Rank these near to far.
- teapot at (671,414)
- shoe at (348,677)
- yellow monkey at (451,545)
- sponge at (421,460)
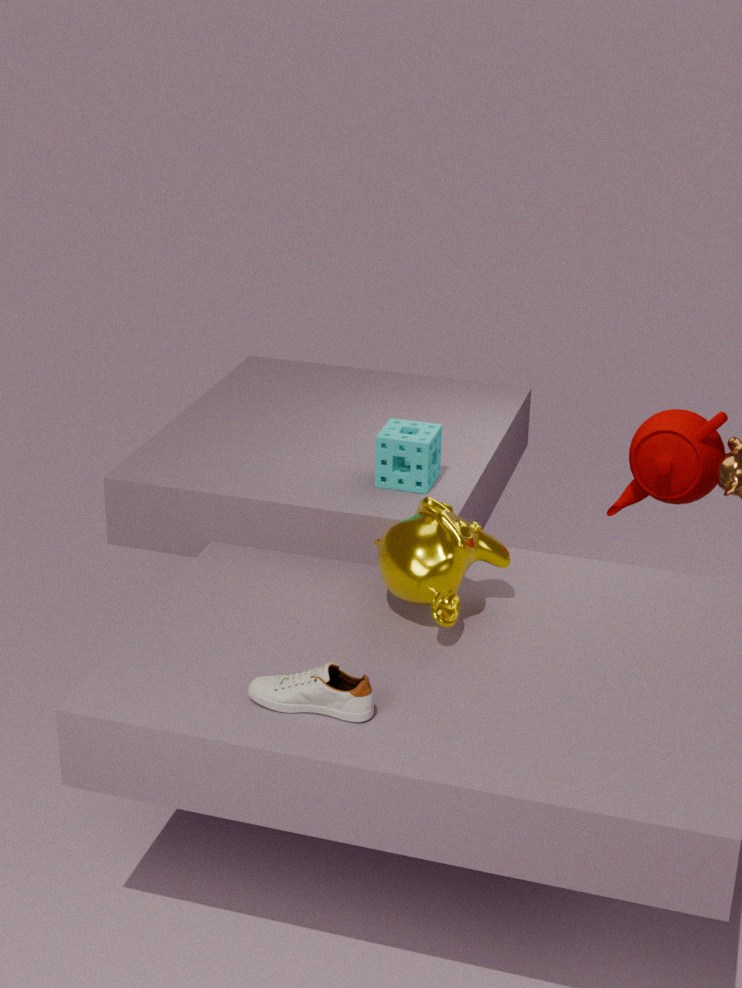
1. shoe at (348,677)
2. yellow monkey at (451,545)
3. sponge at (421,460)
4. teapot at (671,414)
